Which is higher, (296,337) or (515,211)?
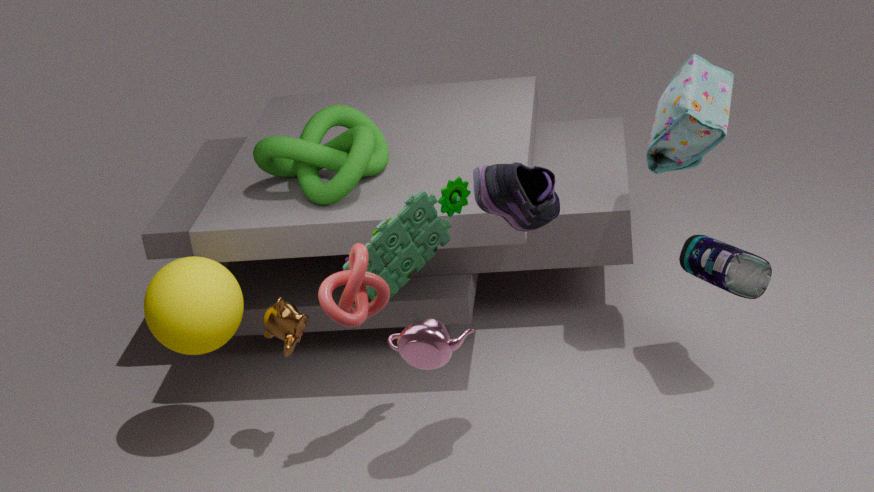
(515,211)
